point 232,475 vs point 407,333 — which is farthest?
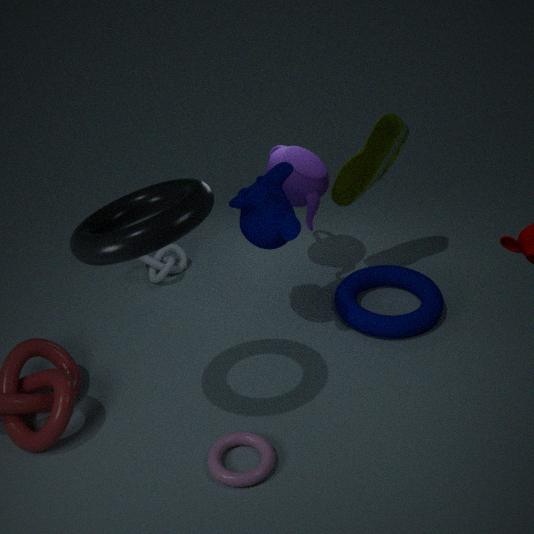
point 407,333
